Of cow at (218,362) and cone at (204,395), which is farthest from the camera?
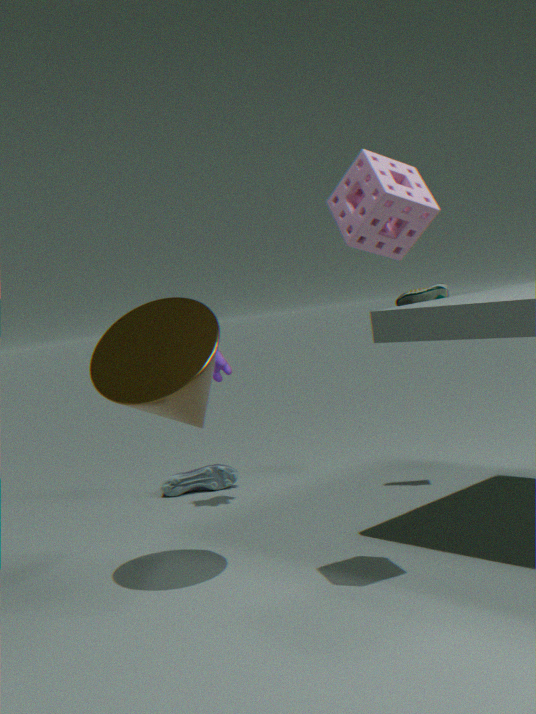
cow at (218,362)
